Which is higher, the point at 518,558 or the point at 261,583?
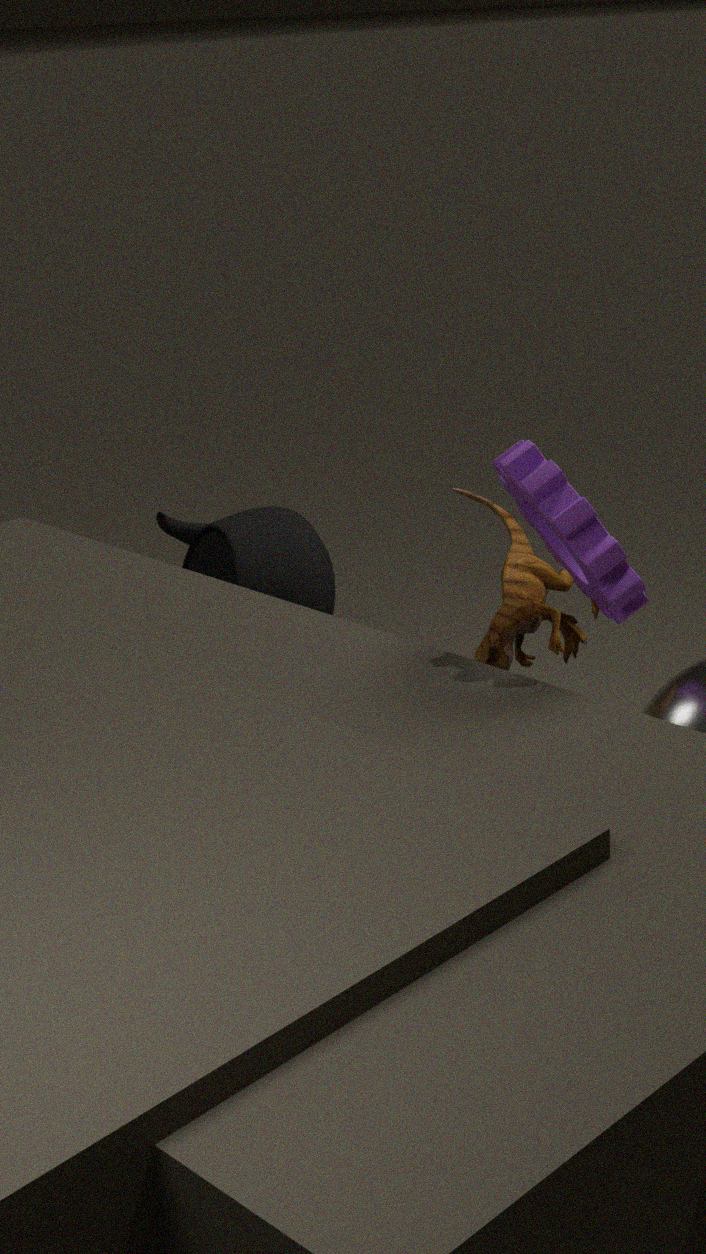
the point at 518,558
